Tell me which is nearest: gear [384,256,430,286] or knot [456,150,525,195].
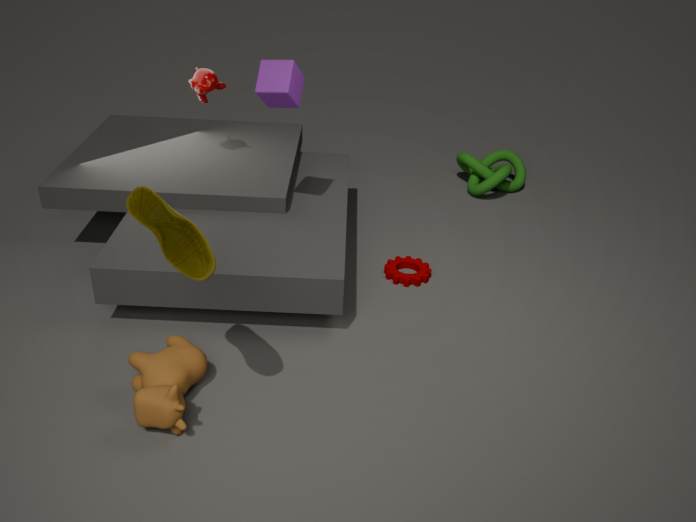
gear [384,256,430,286]
